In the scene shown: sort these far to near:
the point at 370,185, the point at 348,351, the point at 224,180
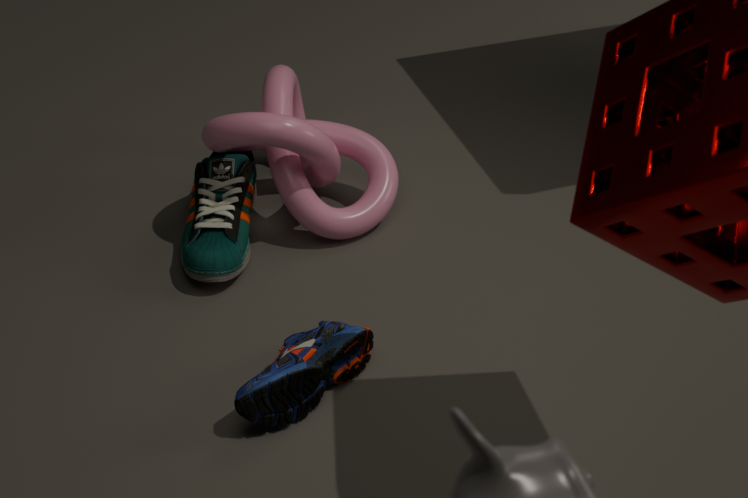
the point at 370,185 < the point at 224,180 < the point at 348,351
